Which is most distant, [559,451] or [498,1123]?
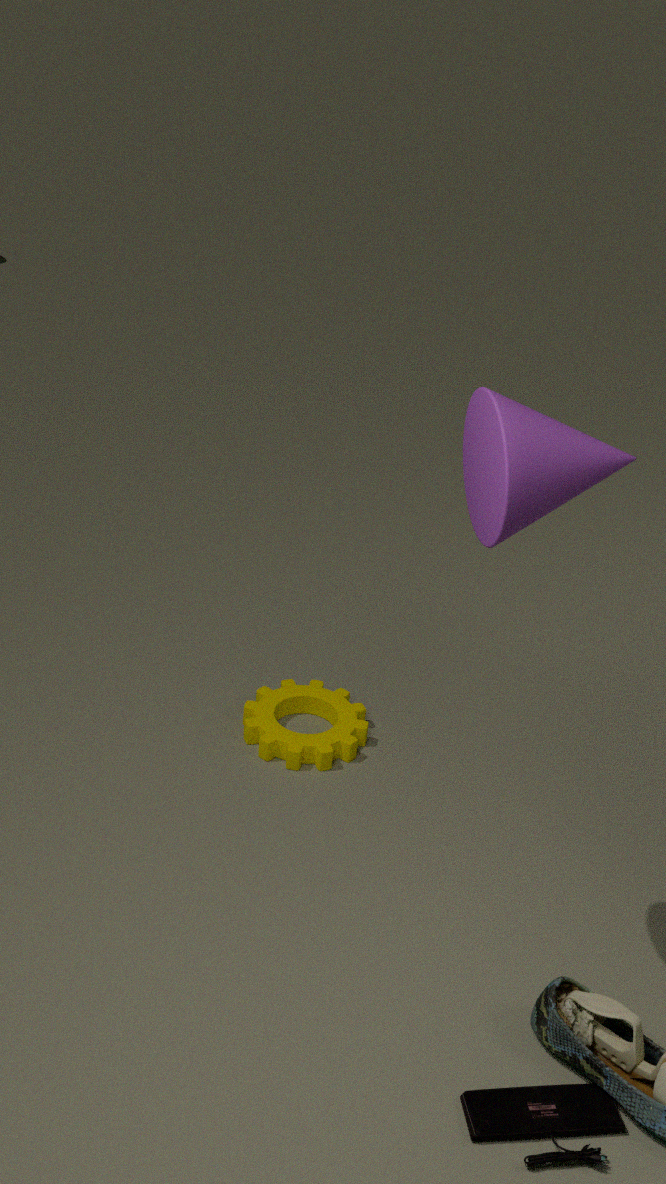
[498,1123]
